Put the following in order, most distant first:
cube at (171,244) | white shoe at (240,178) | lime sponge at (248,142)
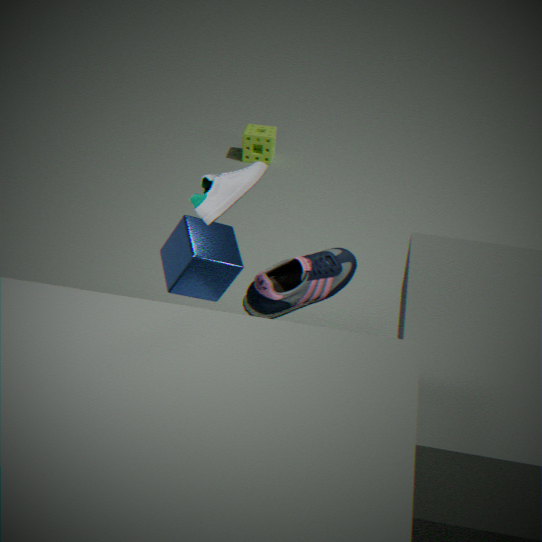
lime sponge at (248,142) → cube at (171,244) → white shoe at (240,178)
